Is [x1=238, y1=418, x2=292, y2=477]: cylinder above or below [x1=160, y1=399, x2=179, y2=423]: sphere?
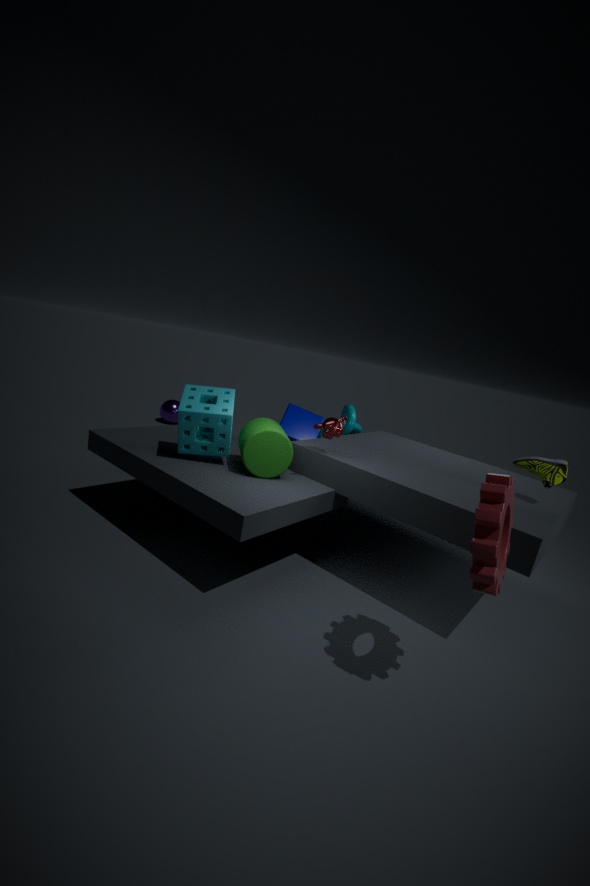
above
